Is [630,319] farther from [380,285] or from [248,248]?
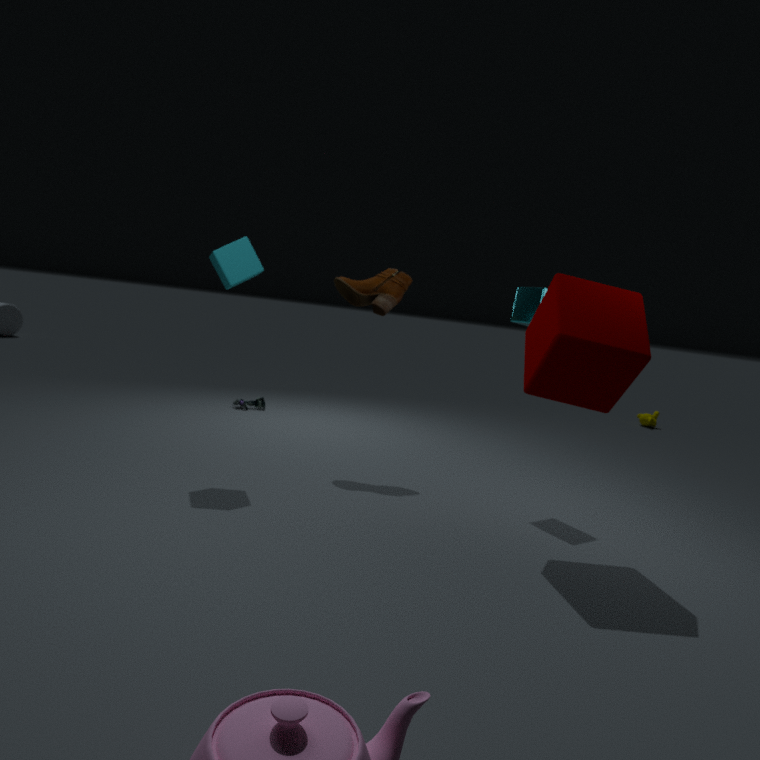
[248,248]
